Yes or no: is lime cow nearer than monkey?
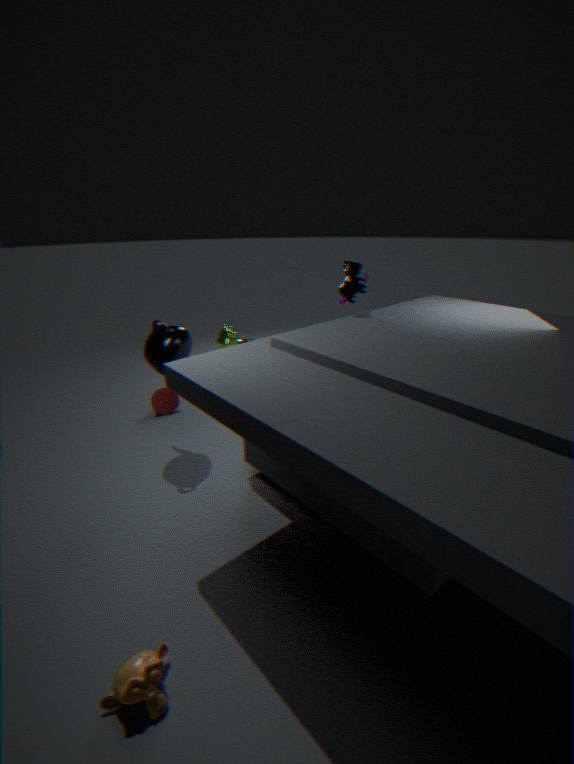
No
